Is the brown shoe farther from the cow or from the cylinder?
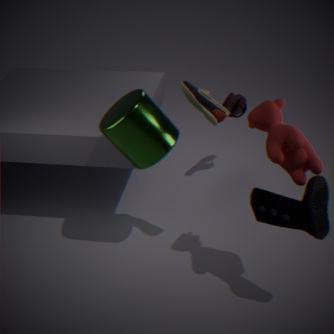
the cylinder
